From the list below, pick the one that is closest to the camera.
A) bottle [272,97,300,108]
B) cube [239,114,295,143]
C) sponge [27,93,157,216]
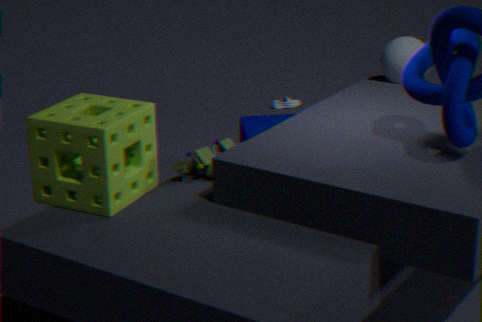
sponge [27,93,157,216]
